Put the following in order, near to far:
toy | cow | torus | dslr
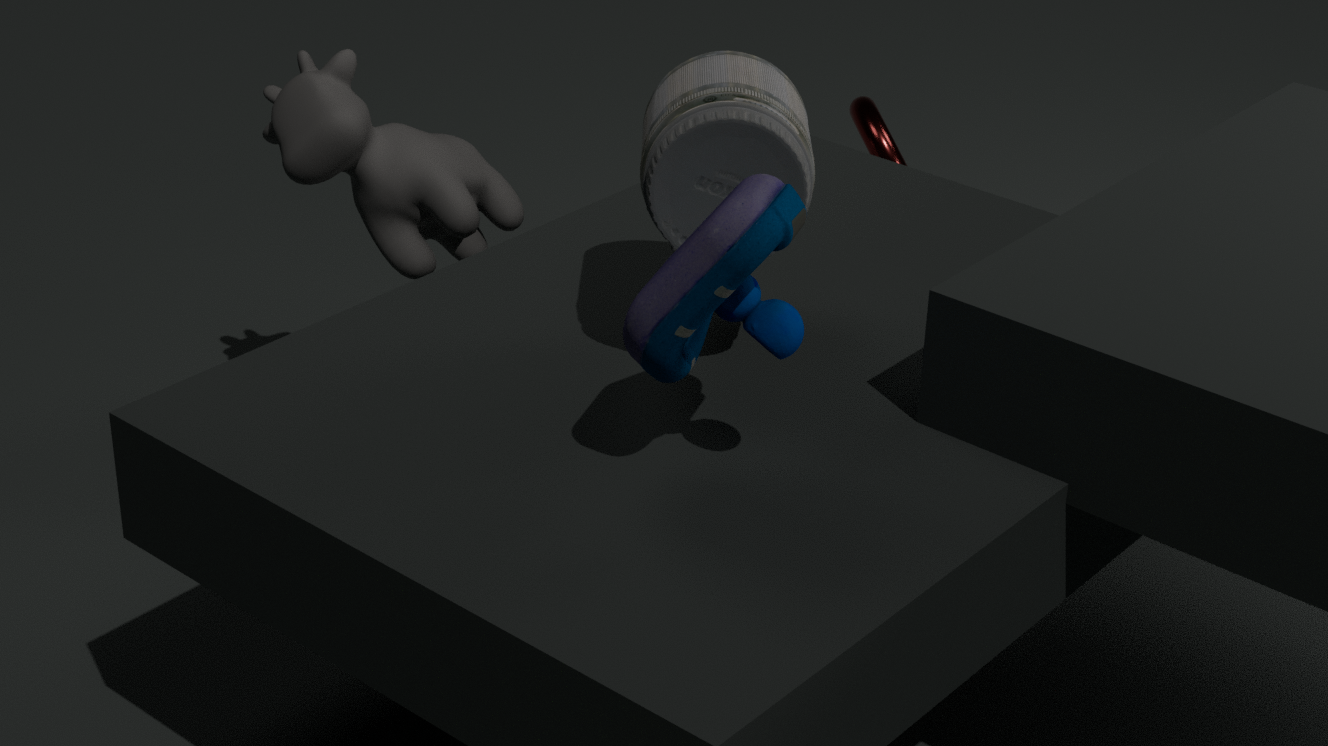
1. toy
2. dslr
3. cow
4. torus
